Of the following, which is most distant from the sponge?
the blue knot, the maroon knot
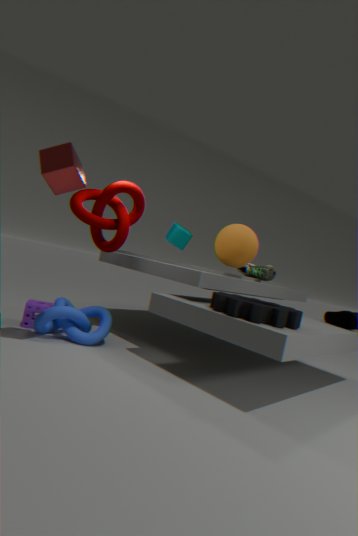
the maroon knot
